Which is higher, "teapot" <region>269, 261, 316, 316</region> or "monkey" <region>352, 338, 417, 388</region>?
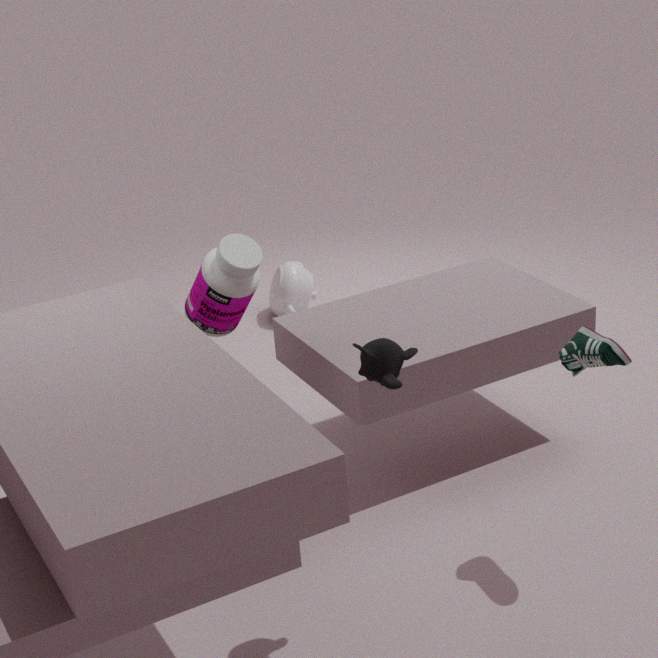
"monkey" <region>352, 338, 417, 388</region>
